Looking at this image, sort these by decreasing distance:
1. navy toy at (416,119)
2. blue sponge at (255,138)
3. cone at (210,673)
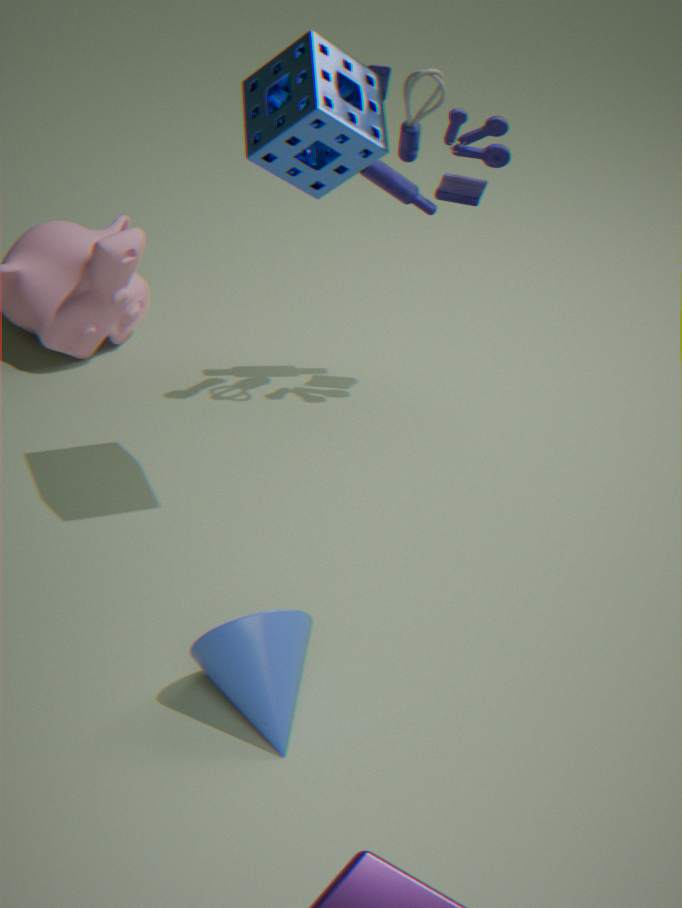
navy toy at (416,119), blue sponge at (255,138), cone at (210,673)
